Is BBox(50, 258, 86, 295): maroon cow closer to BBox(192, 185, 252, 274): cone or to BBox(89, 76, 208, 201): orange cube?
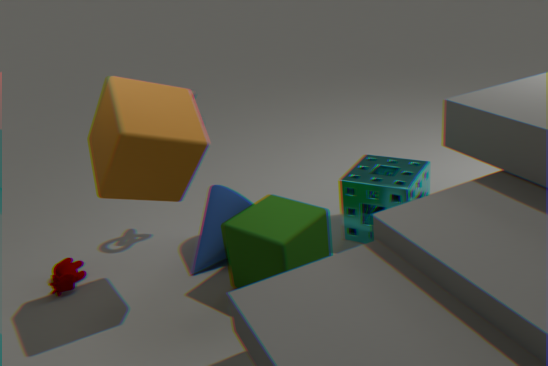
BBox(192, 185, 252, 274): cone
